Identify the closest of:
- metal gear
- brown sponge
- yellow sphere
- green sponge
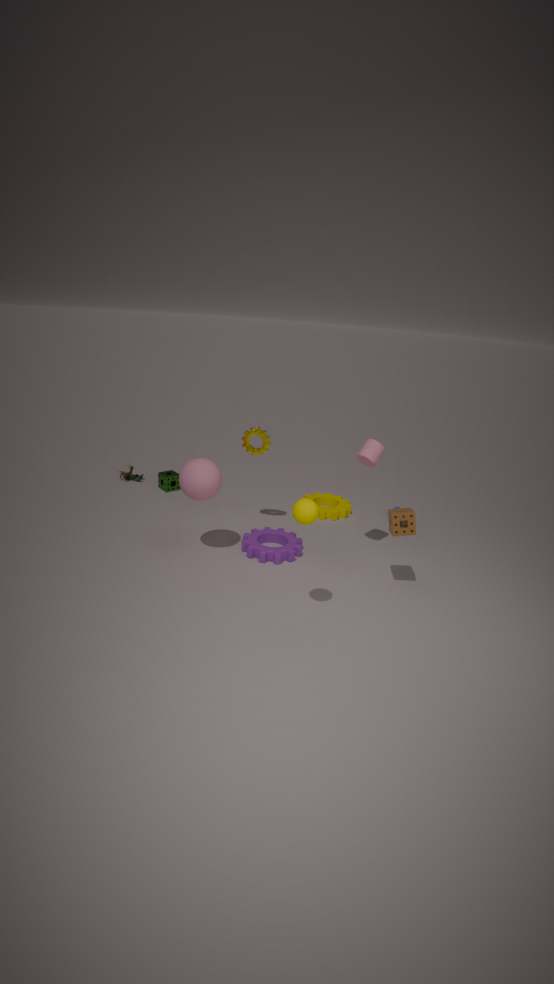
yellow sphere
